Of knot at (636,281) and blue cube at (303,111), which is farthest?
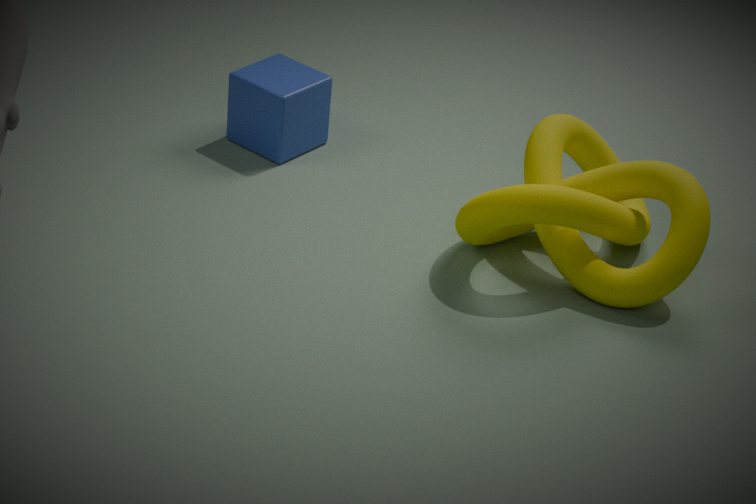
blue cube at (303,111)
